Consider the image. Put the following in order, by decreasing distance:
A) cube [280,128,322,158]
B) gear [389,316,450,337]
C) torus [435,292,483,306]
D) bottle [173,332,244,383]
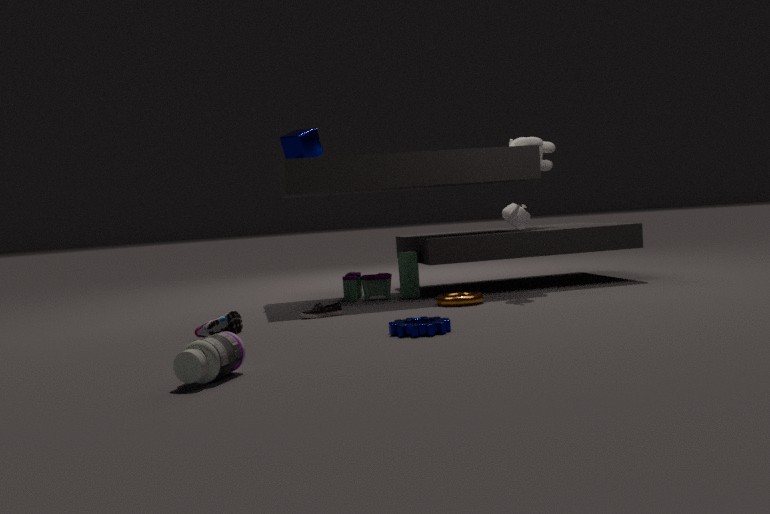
cube [280,128,322,158] < torus [435,292,483,306] < gear [389,316,450,337] < bottle [173,332,244,383]
